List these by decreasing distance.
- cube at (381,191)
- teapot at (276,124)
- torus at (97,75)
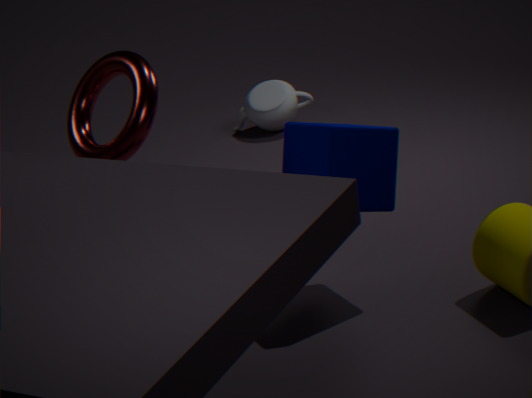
teapot at (276,124), torus at (97,75), cube at (381,191)
